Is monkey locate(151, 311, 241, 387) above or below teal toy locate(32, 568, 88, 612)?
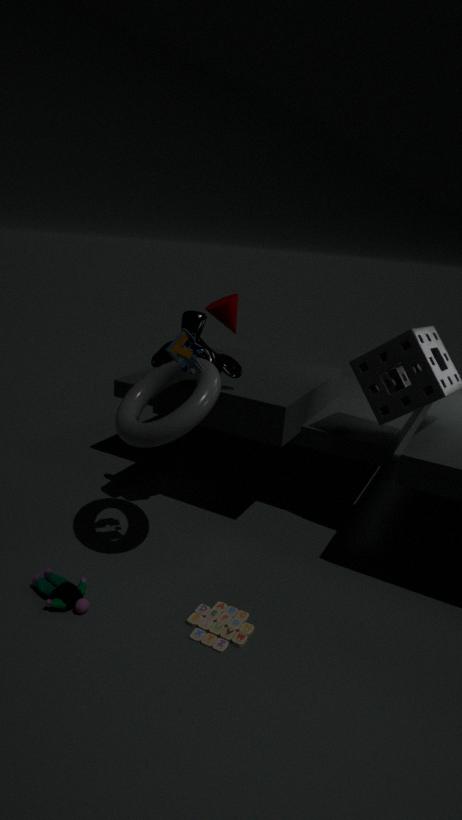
above
